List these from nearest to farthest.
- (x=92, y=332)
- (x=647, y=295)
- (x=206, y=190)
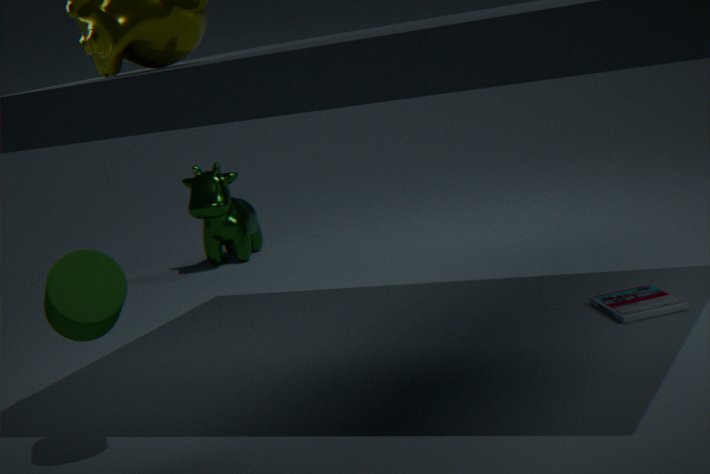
(x=92, y=332) → (x=647, y=295) → (x=206, y=190)
